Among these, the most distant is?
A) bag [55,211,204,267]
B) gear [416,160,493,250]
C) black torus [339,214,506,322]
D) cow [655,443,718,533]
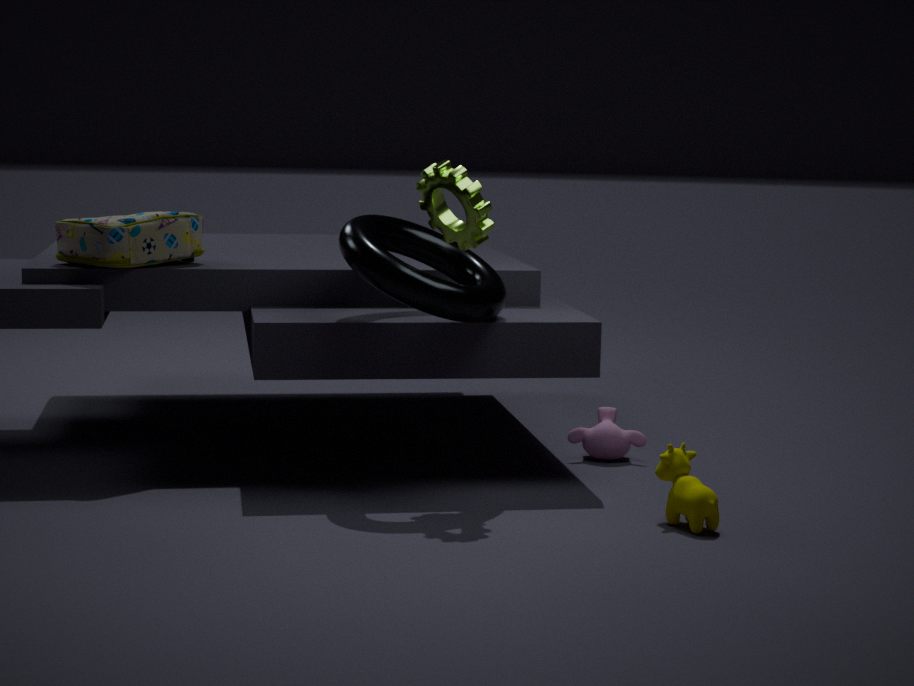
bag [55,211,204,267]
